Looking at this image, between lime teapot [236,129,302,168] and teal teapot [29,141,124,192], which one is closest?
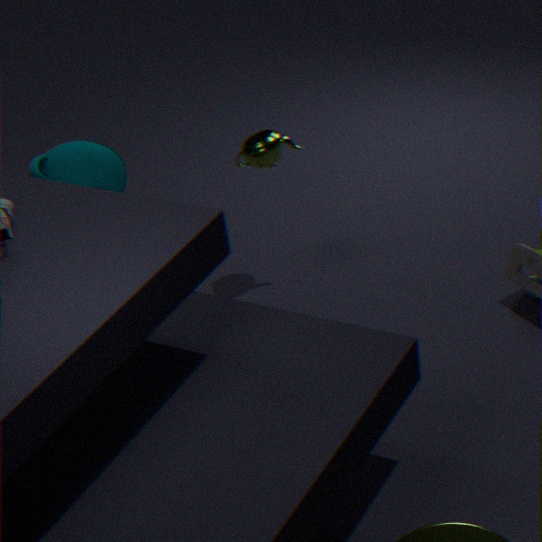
teal teapot [29,141,124,192]
